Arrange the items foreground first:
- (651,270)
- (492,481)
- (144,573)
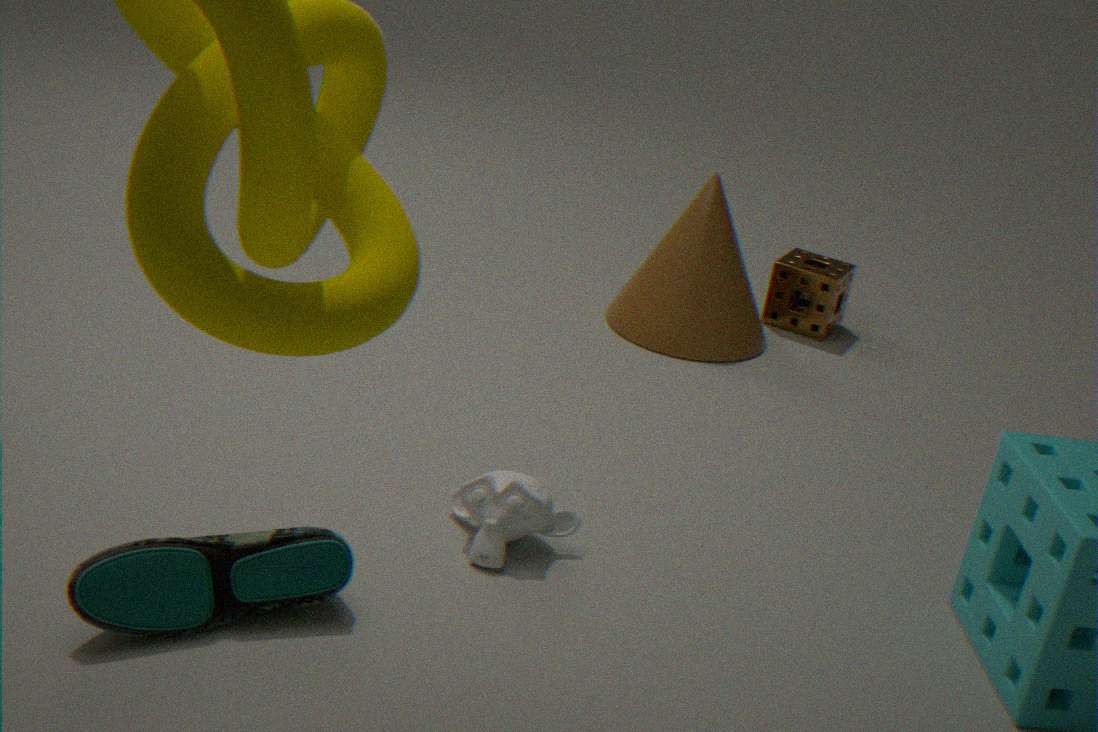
1. (144,573)
2. (492,481)
3. (651,270)
